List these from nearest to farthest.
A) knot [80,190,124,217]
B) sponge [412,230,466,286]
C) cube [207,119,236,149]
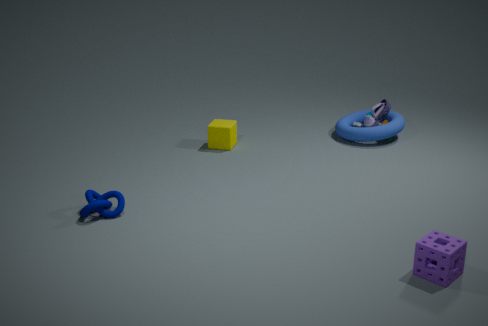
sponge [412,230,466,286]
knot [80,190,124,217]
cube [207,119,236,149]
